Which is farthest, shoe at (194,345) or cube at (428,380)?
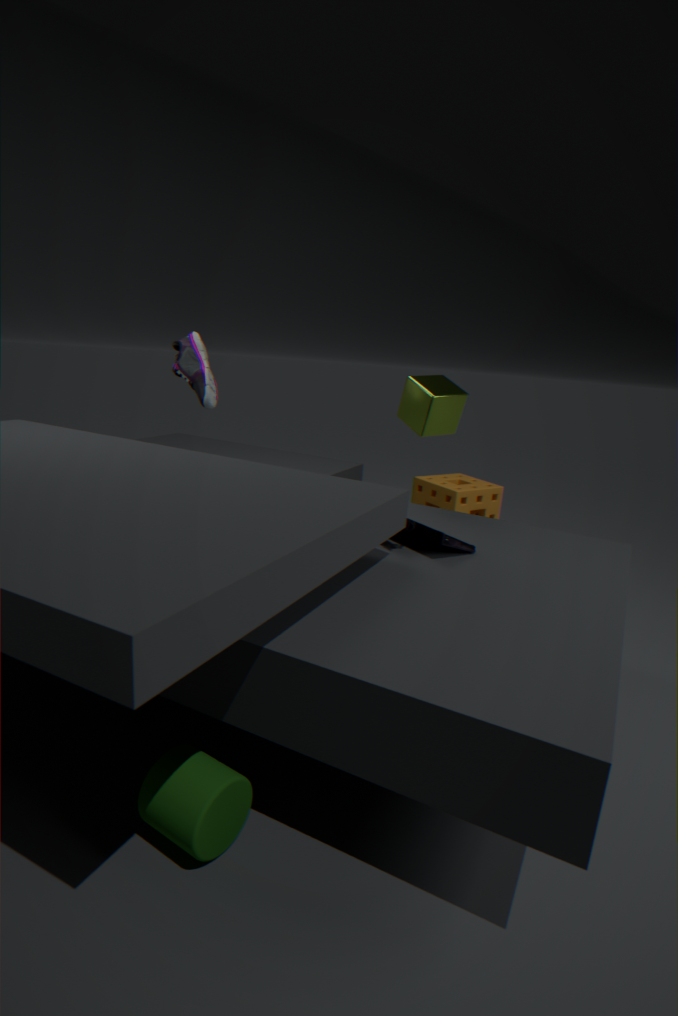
shoe at (194,345)
